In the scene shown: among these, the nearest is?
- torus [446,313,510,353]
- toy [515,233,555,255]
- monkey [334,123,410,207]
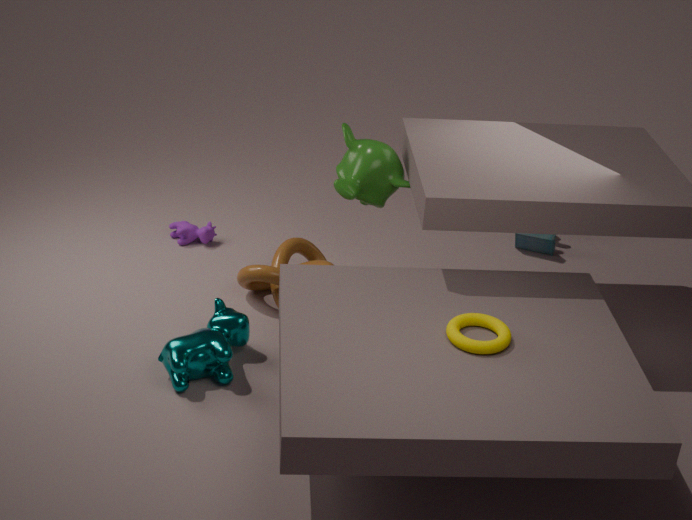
torus [446,313,510,353]
